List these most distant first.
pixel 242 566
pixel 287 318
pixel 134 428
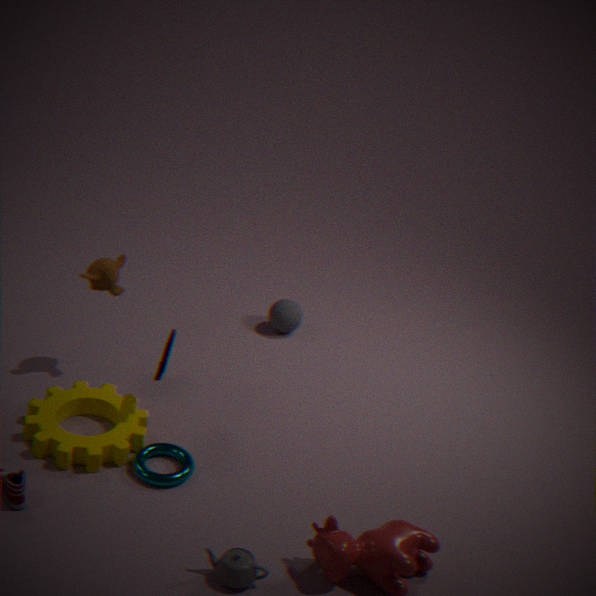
pixel 287 318
pixel 134 428
pixel 242 566
